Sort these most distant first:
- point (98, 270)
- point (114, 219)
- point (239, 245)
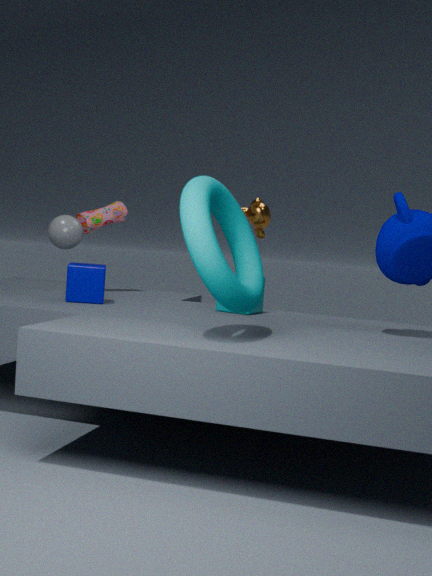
point (114, 219)
point (98, 270)
point (239, 245)
